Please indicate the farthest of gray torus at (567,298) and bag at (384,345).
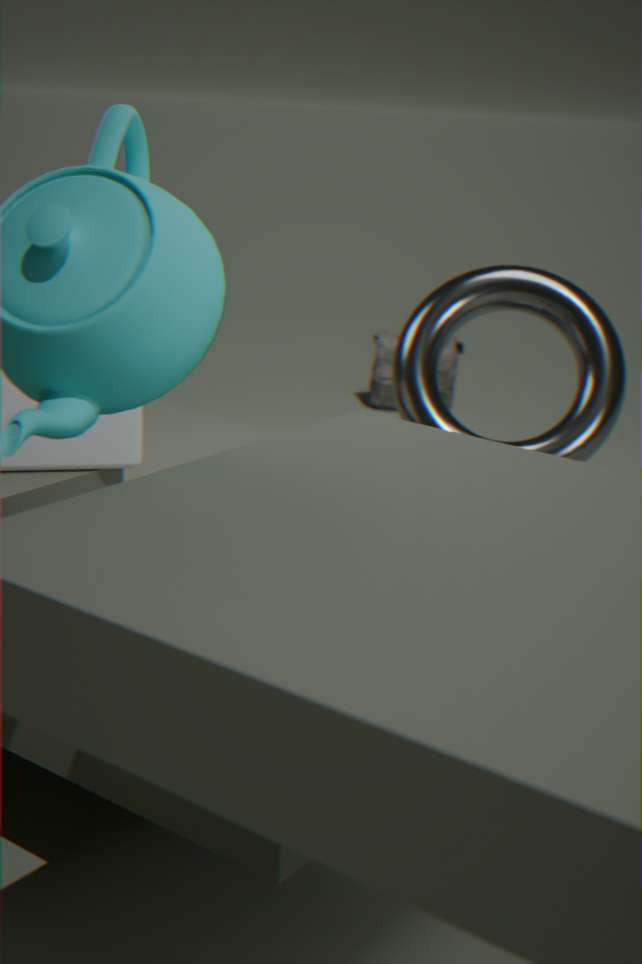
bag at (384,345)
